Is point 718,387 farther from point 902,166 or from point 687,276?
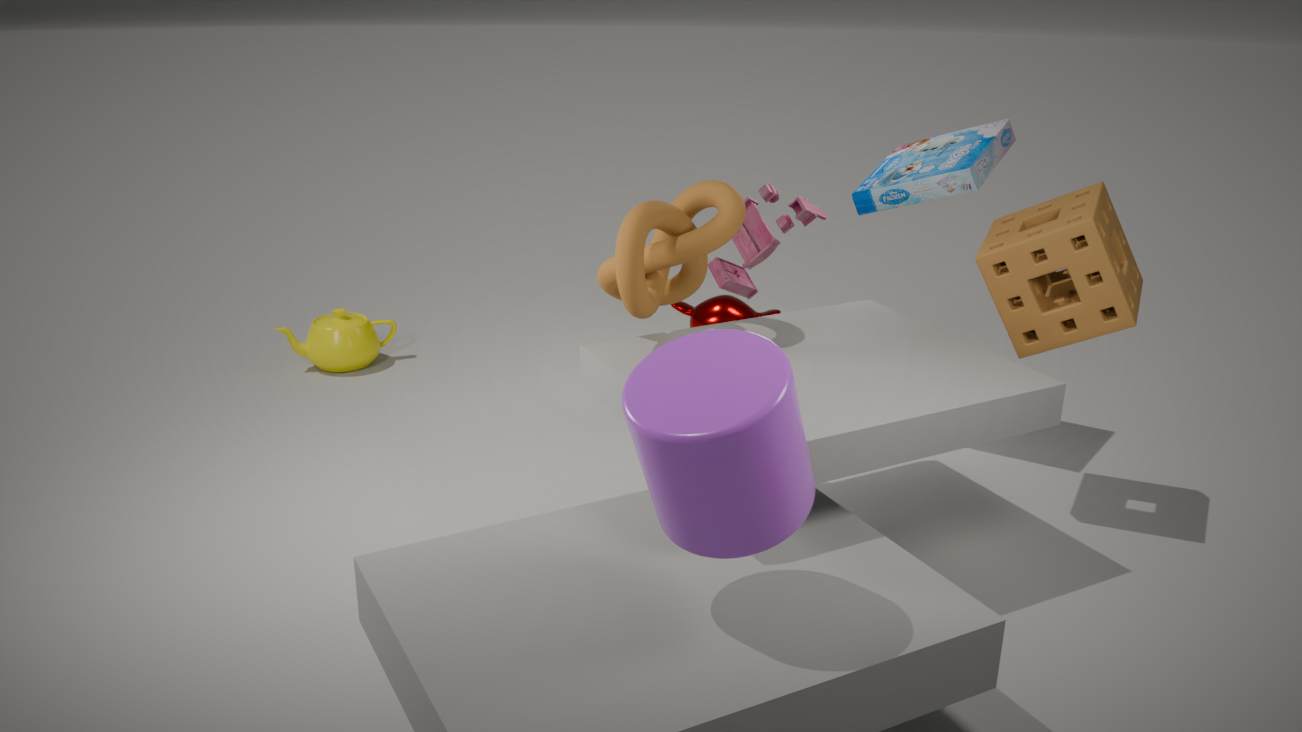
point 902,166
